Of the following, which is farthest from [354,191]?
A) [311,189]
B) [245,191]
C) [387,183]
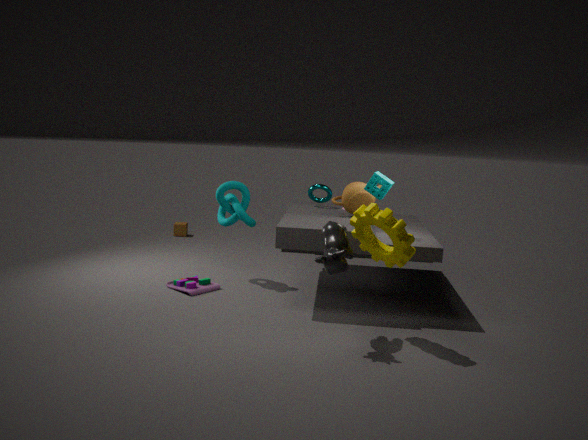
[245,191]
